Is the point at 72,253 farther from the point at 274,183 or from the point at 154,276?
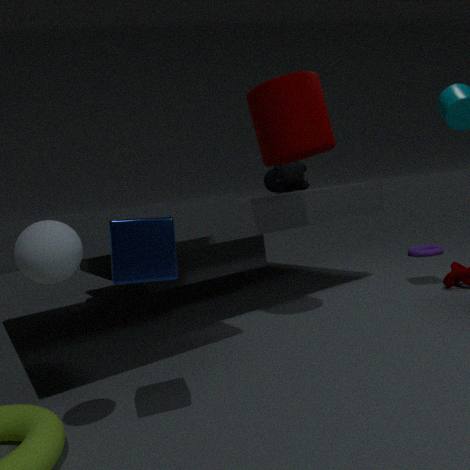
the point at 274,183
